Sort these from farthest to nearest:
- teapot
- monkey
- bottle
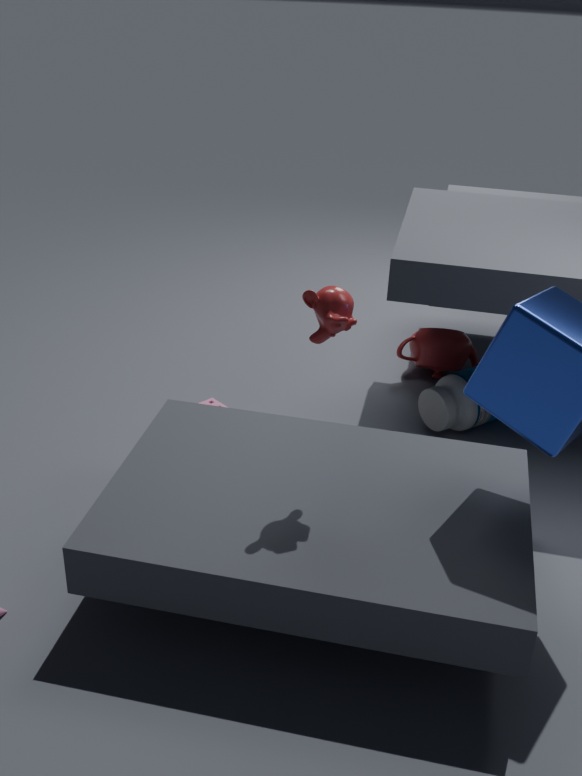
teapot < bottle < monkey
